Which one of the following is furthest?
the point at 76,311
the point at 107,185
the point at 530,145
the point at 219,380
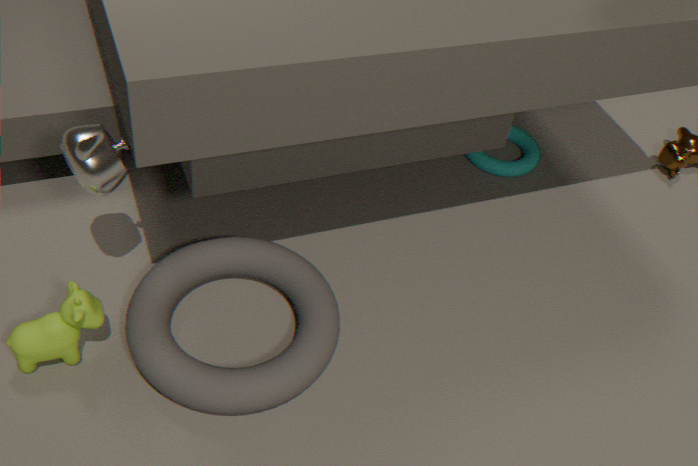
the point at 530,145
